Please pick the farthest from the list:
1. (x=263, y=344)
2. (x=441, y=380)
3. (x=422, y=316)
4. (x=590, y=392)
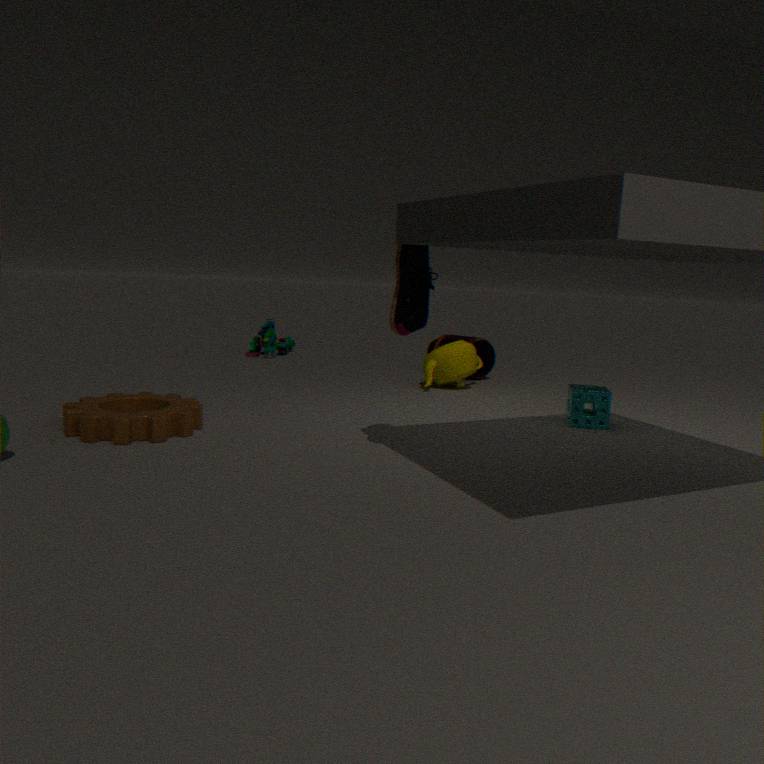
(x=263, y=344)
